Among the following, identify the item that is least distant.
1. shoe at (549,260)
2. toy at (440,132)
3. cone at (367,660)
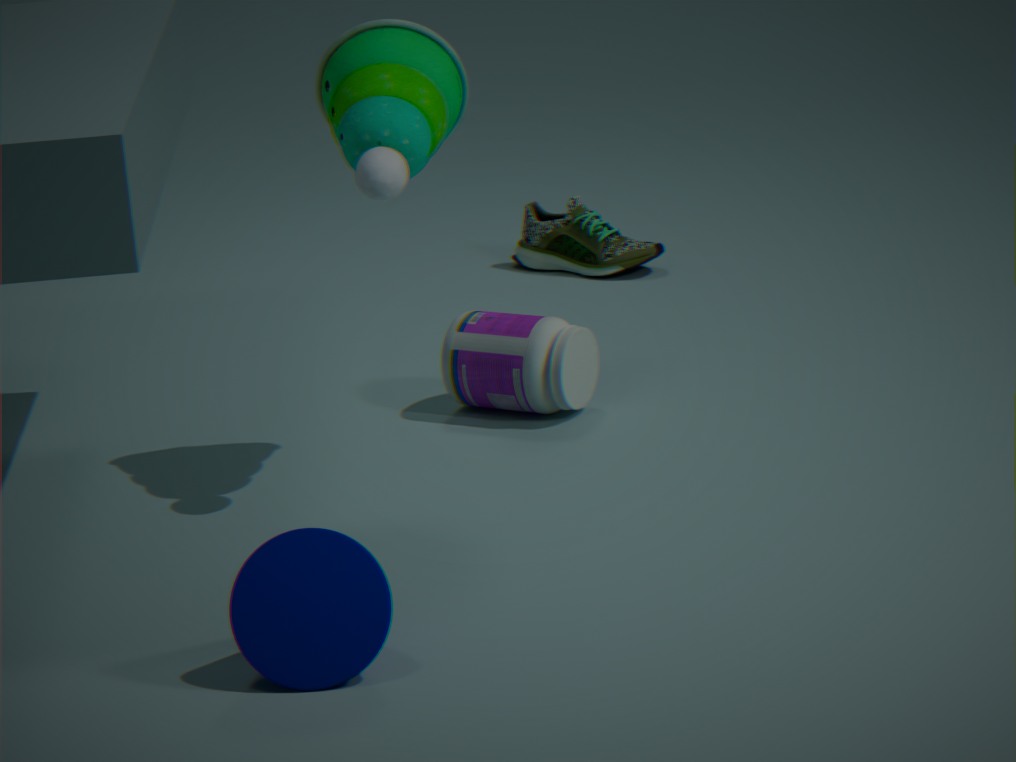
cone at (367,660)
